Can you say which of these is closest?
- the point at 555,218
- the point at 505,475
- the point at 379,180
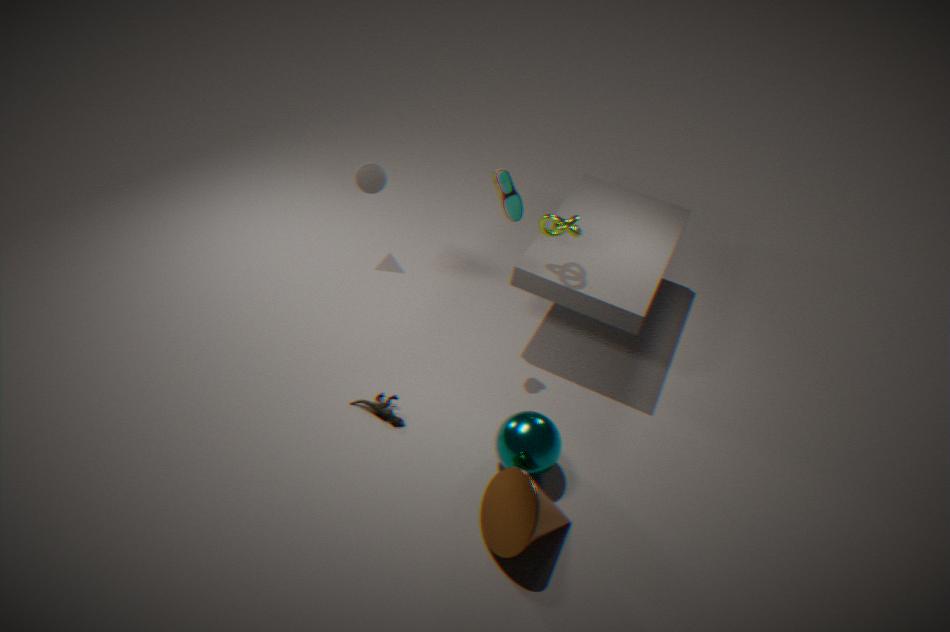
the point at 505,475
